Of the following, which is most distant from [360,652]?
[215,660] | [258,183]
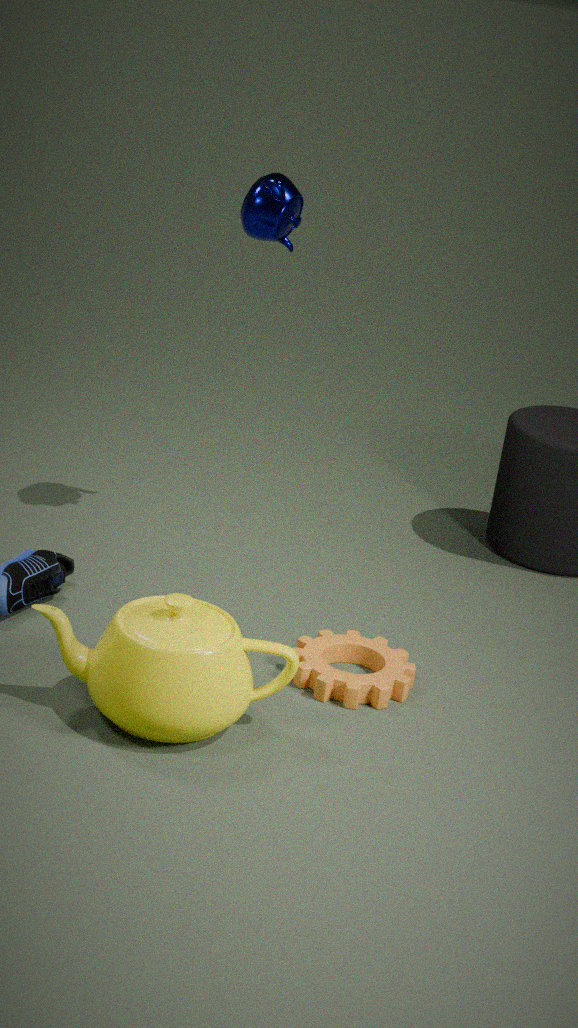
[258,183]
